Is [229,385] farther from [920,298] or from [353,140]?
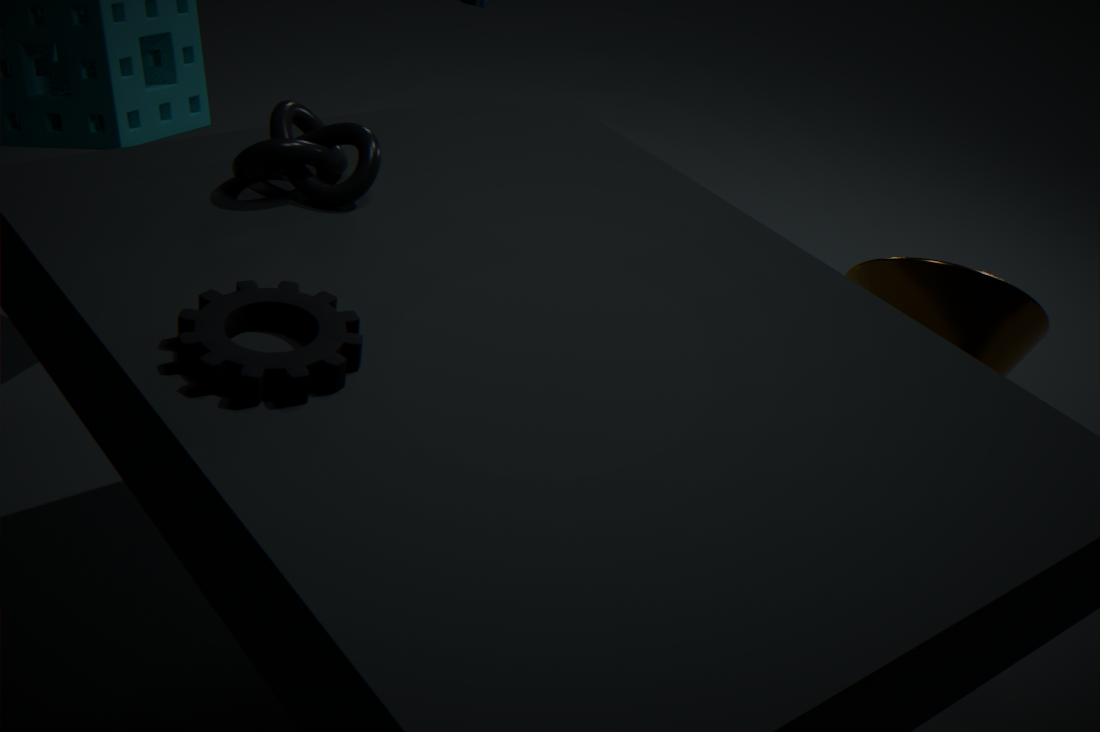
[920,298]
